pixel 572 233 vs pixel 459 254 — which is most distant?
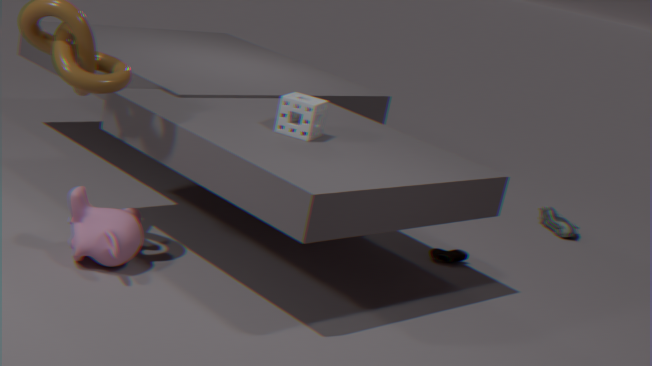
pixel 572 233
